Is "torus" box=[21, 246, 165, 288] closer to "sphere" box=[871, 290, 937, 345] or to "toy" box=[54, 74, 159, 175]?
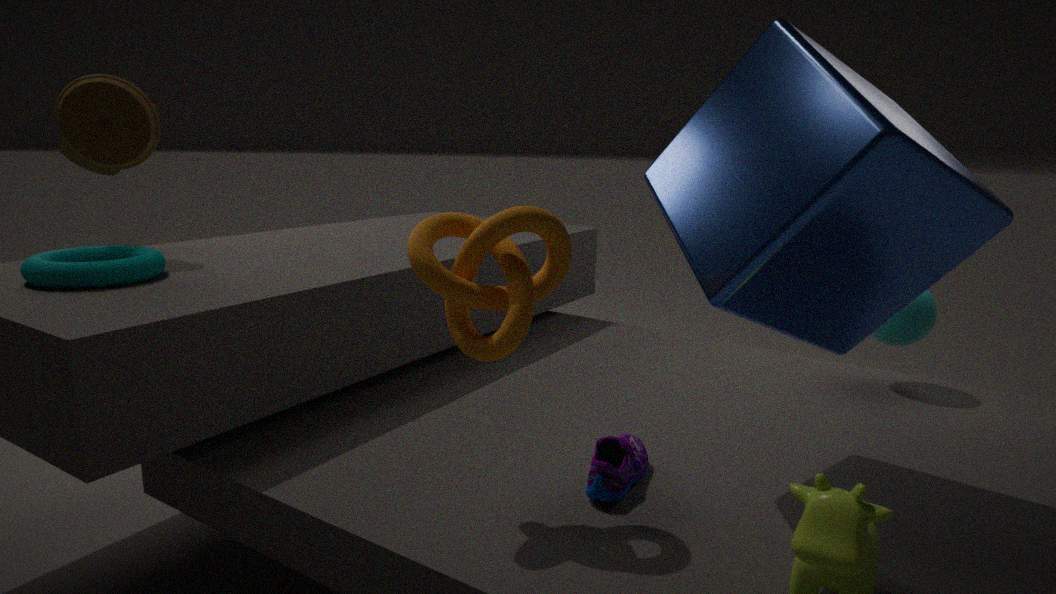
"toy" box=[54, 74, 159, 175]
